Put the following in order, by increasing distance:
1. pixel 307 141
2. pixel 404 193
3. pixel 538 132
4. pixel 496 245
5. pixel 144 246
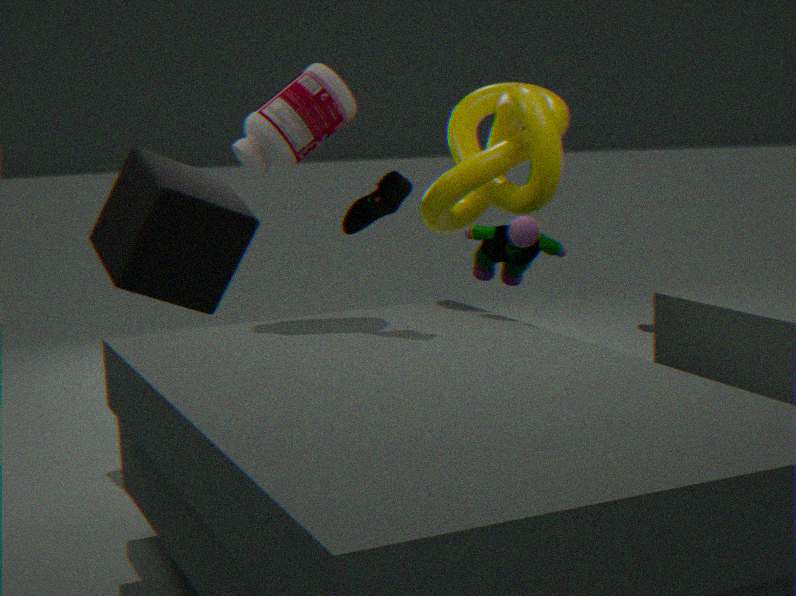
1. pixel 404 193
2. pixel 496 245
3. pixel 538 132
4. pixel 307 141
5. pixel 144 246
